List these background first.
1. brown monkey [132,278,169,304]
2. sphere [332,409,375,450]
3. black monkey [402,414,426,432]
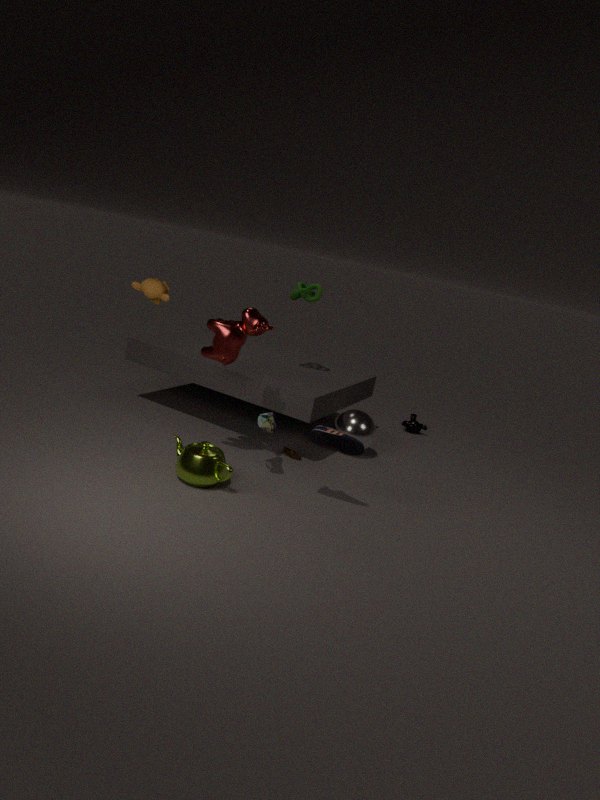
1. black monkey [402,414,426,432]
2. sphere [332,409,375,450]
3. brown monkey [132,278,169,304]
